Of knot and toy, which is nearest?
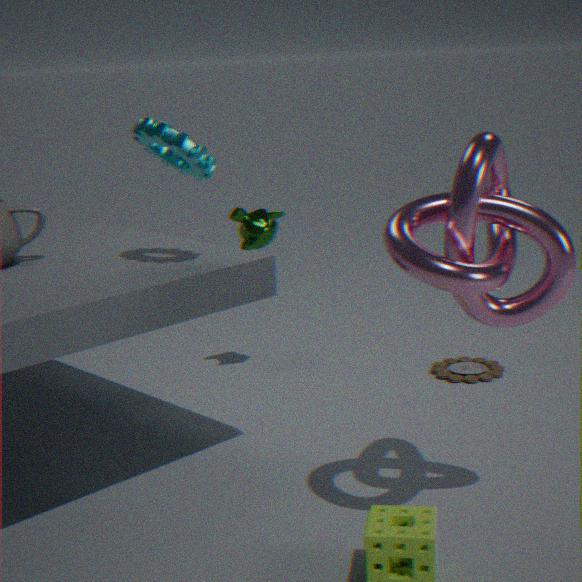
knot
